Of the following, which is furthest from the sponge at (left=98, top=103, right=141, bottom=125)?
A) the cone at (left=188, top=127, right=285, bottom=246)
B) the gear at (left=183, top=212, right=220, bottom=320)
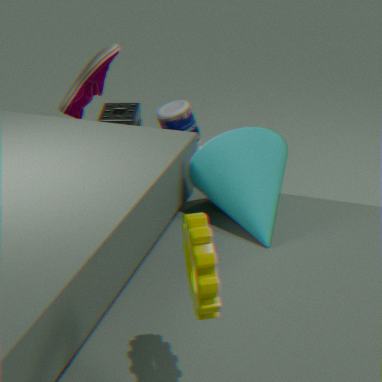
the gear at (left=183, top=212, right=220, bottom=320)
